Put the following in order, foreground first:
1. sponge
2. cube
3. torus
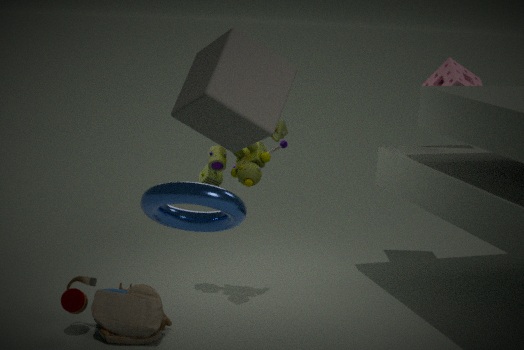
cube < torus < sponge
